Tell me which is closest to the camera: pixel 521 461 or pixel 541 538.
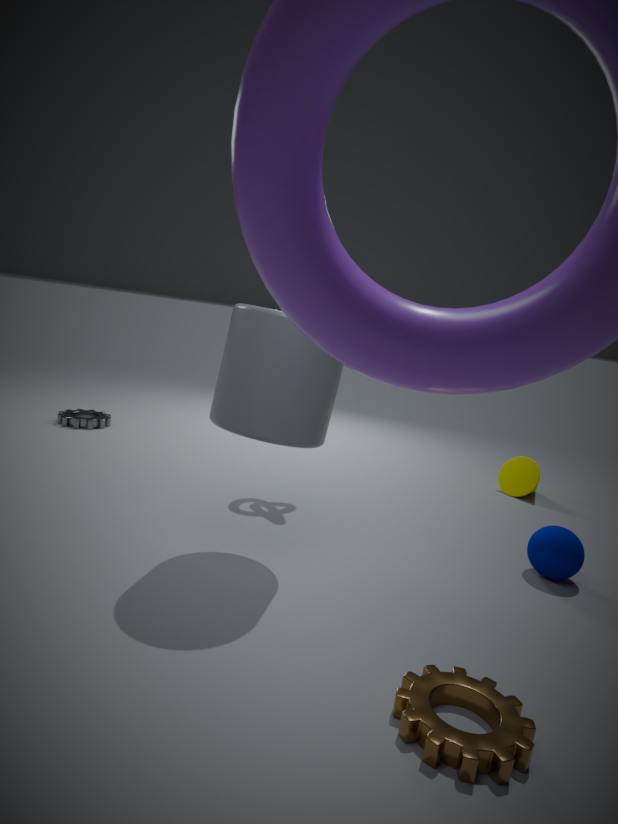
pixel 541 538
